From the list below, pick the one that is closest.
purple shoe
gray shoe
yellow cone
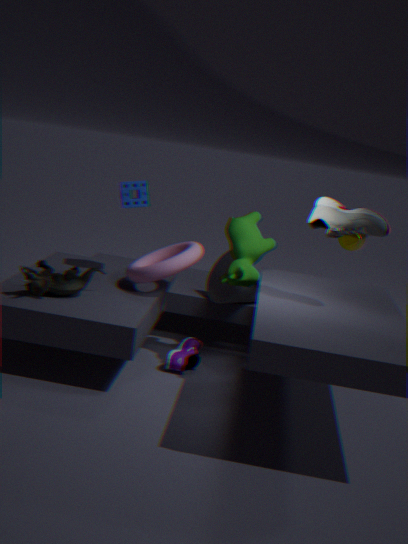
gray shoe
